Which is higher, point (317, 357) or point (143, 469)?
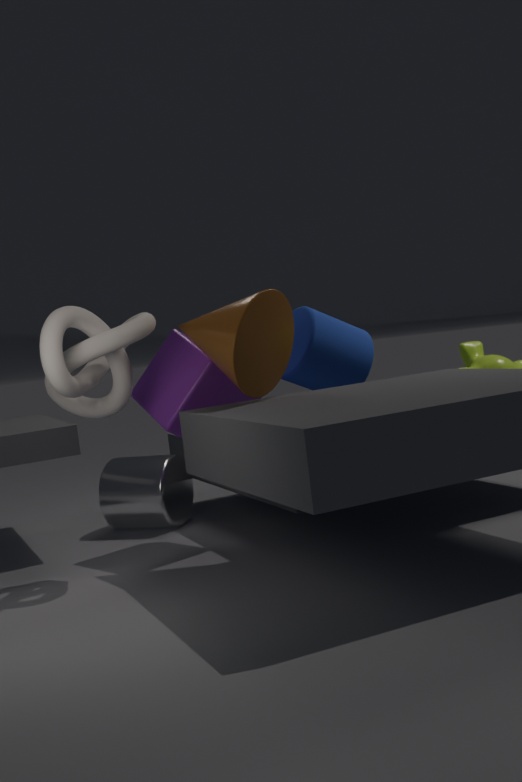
point (317, 357)
